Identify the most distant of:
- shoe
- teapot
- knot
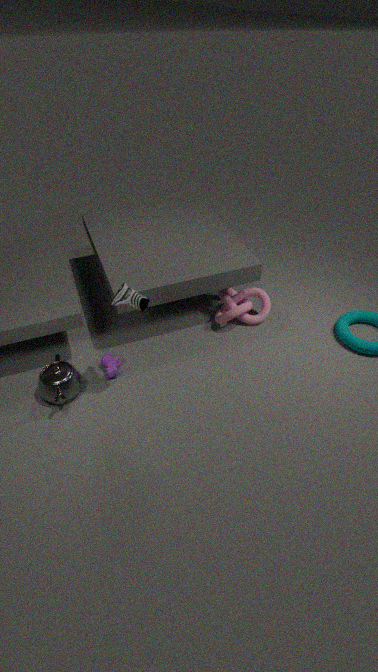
knot
